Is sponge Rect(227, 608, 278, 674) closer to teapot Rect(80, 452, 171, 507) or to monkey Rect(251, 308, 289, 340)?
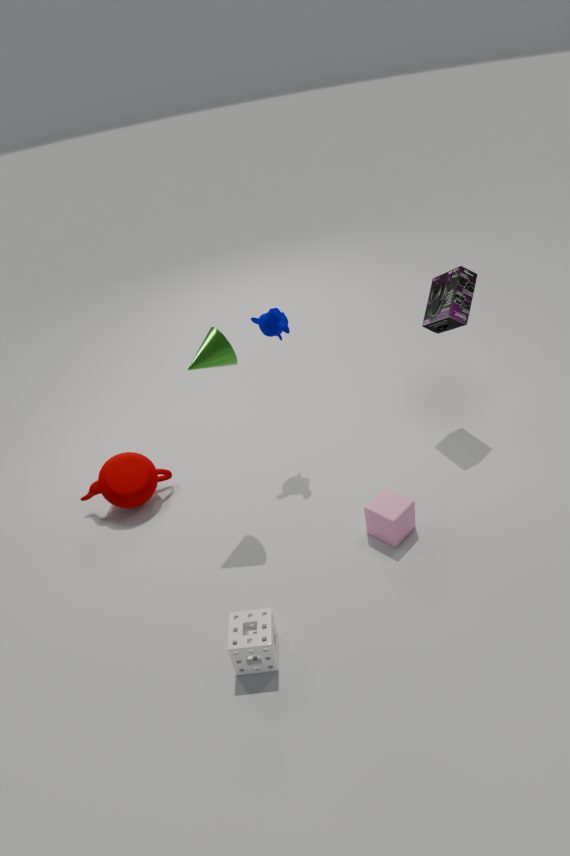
teapot Rect(80, 452, 171, 507)
